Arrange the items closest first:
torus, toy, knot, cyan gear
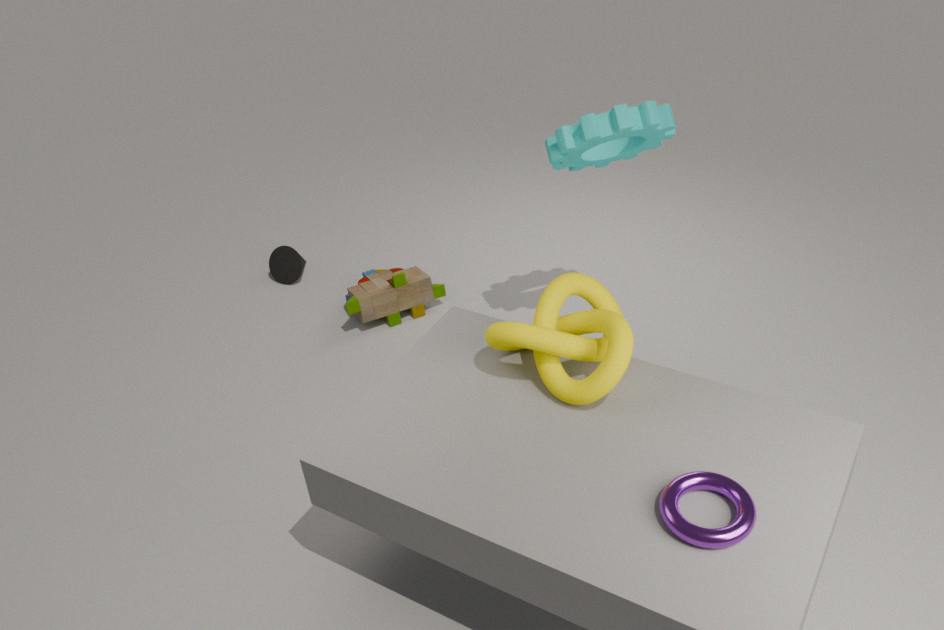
torus
knot
cyan gear
toy
